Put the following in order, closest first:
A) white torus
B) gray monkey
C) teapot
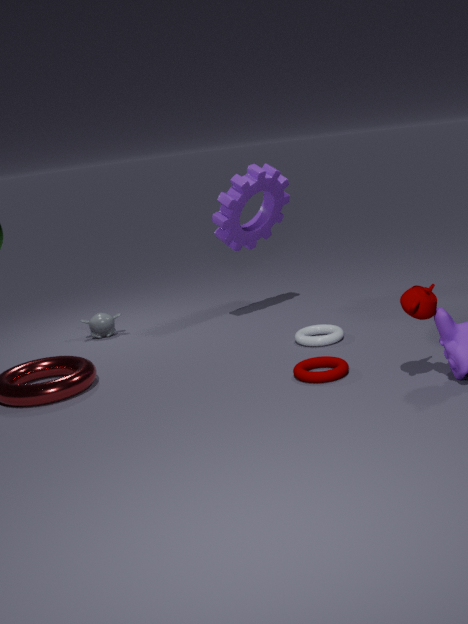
teapot
white torus
gray monkey
